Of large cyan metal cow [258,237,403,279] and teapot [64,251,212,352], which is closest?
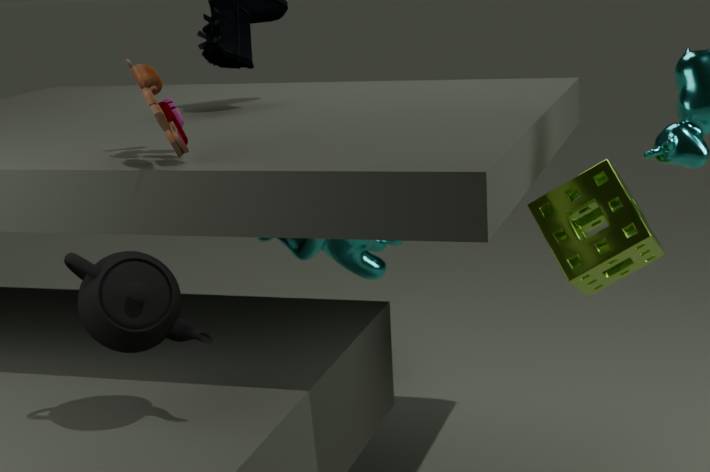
teapot [64,251,212,352]
